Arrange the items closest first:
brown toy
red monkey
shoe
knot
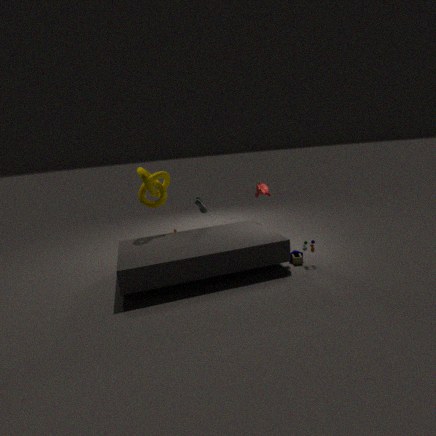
brown toy < knot < red monkey < shoe
